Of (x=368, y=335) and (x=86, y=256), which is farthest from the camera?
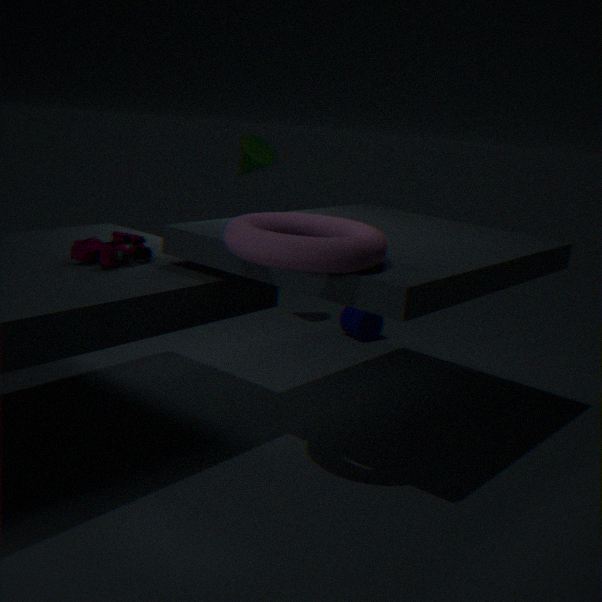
(x=368, y=335)
